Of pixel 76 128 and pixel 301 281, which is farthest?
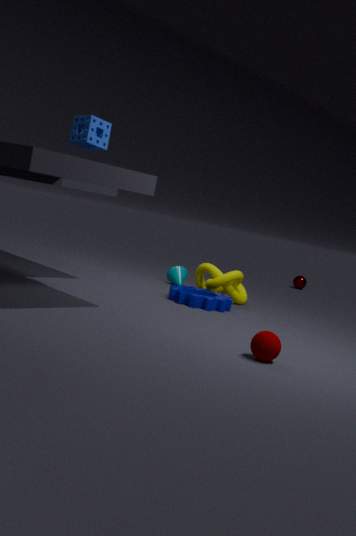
pixel 301 281
